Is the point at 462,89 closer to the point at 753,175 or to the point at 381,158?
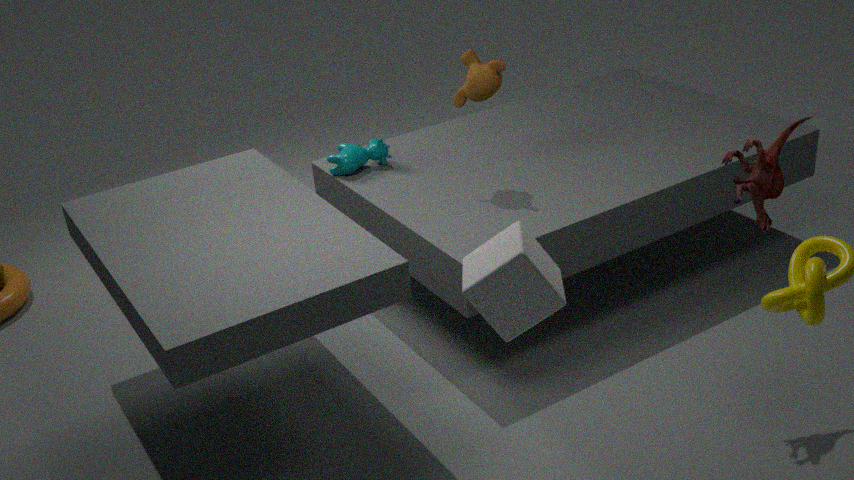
the point at 381,158
